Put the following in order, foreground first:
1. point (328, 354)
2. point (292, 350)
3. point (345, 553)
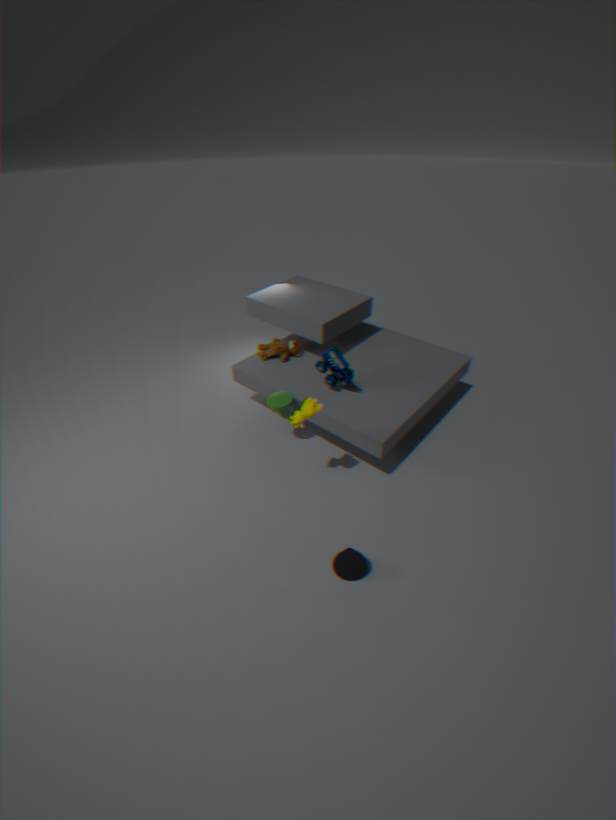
point (345, 553) < point (328, 354) < point (292, 350)
